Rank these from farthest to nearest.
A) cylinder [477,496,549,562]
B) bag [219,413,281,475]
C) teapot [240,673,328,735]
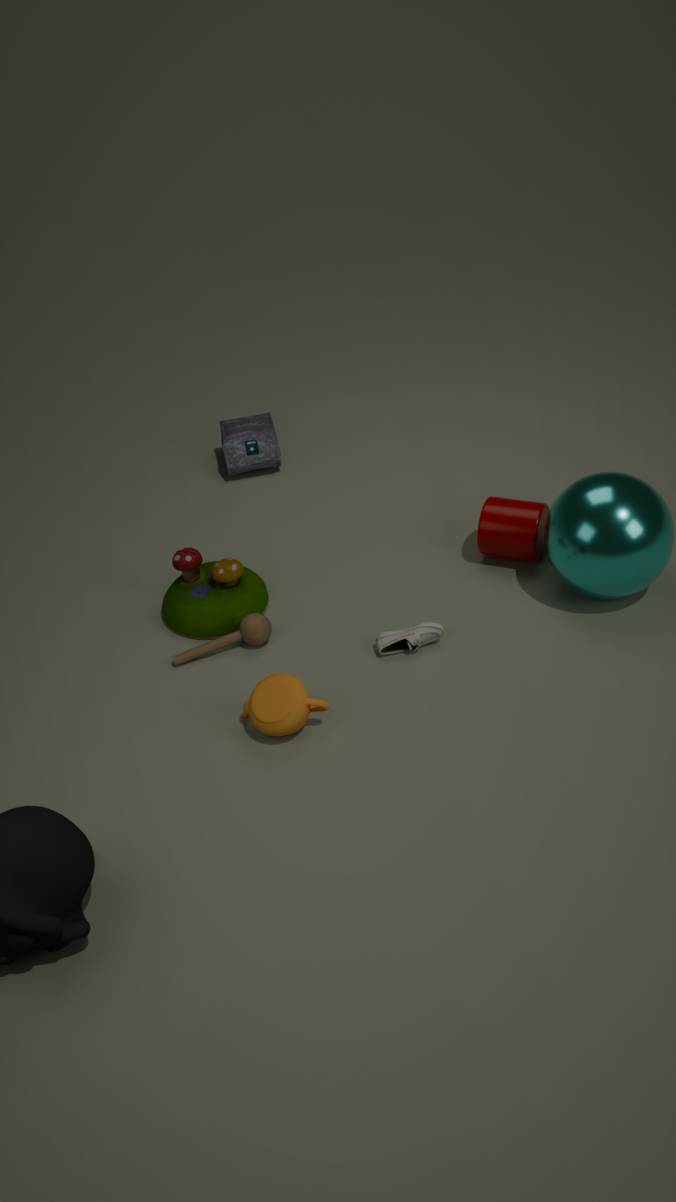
bag [219,413,281,475]
cylinder [477,496,549,562]
teapot [240,673,328,735]
